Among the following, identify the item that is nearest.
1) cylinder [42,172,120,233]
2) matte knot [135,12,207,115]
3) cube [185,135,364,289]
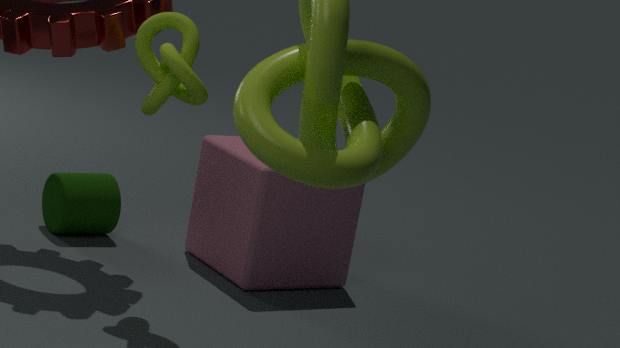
2
